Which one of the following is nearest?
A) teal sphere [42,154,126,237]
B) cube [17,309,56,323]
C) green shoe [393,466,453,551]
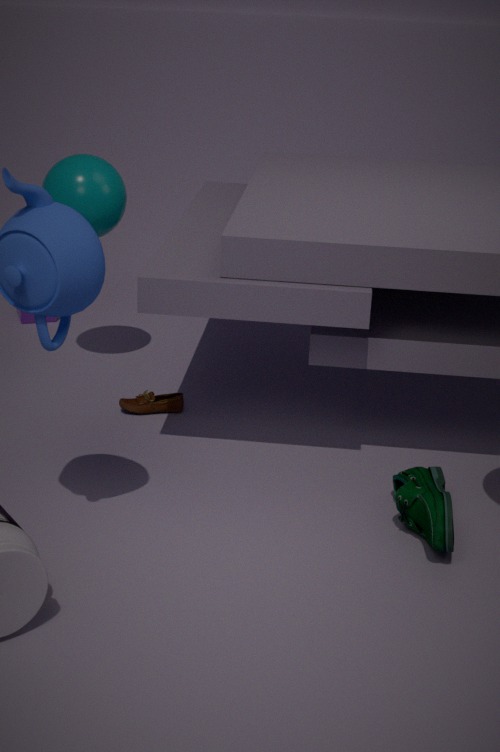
green shoe [393,466,453,551]
